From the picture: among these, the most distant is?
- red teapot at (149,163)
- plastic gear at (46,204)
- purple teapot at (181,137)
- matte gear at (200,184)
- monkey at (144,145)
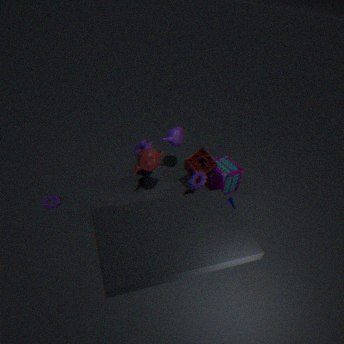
purple teapot at (181,137)
